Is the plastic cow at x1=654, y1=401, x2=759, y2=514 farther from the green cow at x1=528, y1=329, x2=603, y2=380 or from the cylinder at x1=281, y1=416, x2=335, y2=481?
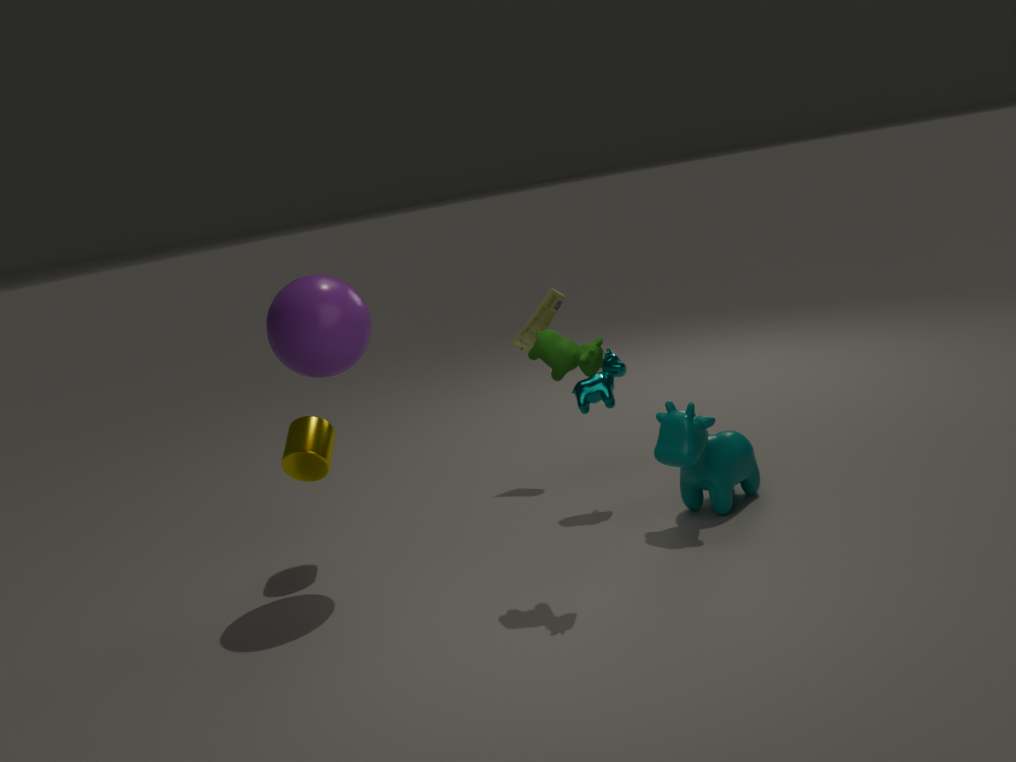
the cylinder at x1=281, y1=416, x2=335, y2=481
